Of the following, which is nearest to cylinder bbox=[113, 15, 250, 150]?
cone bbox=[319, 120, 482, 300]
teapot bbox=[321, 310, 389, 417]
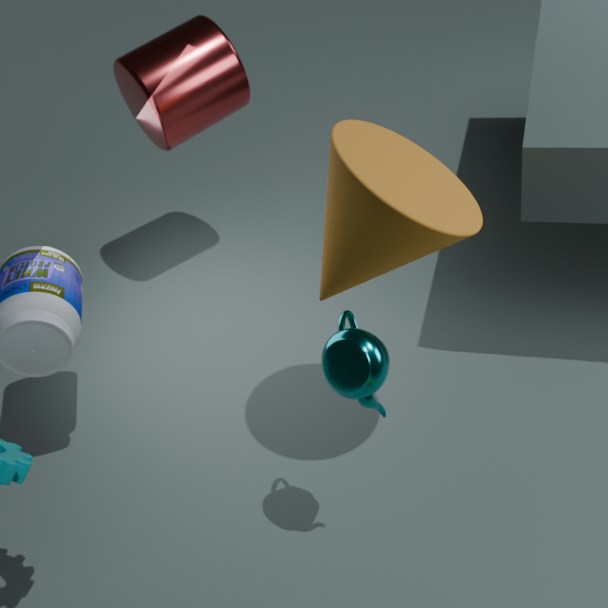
cone bbox=[319, 120, 482, 300]
